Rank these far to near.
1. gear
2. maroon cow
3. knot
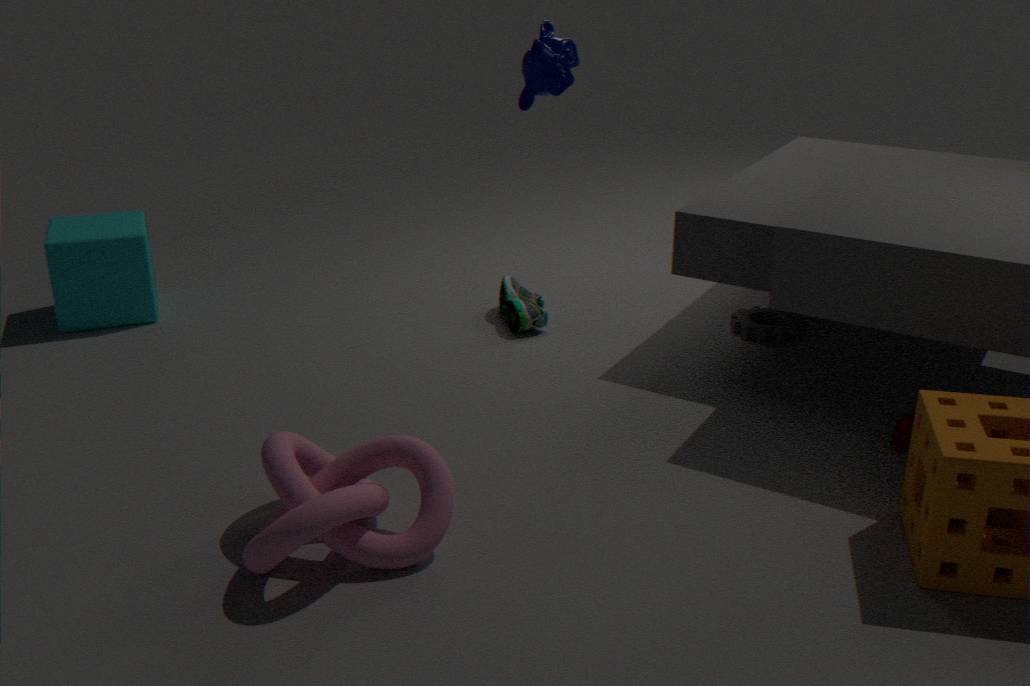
gear, maroon cow, knot
